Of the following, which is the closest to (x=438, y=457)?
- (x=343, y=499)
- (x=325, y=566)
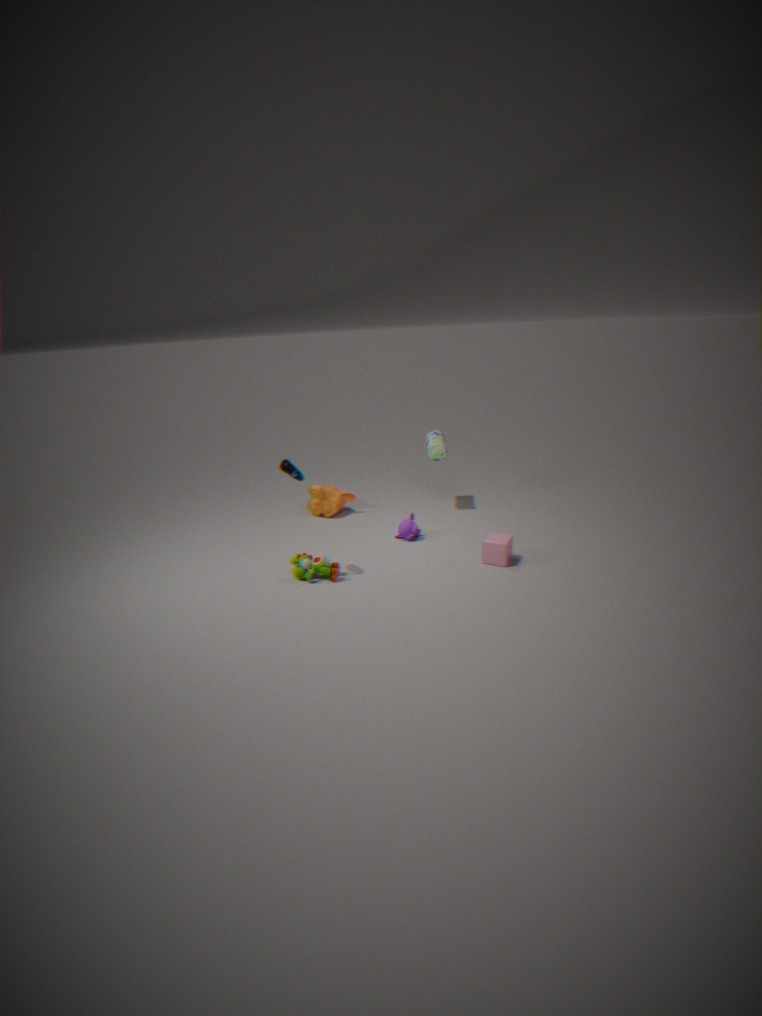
(x=343, y=499)
